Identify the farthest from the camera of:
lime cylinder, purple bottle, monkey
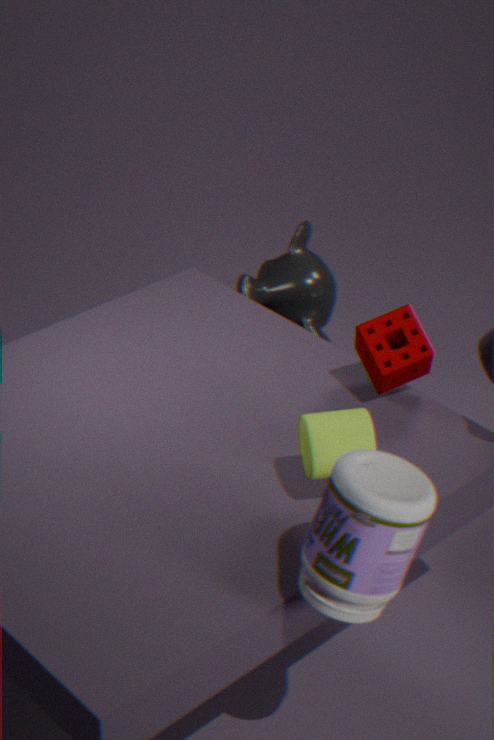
monkey
